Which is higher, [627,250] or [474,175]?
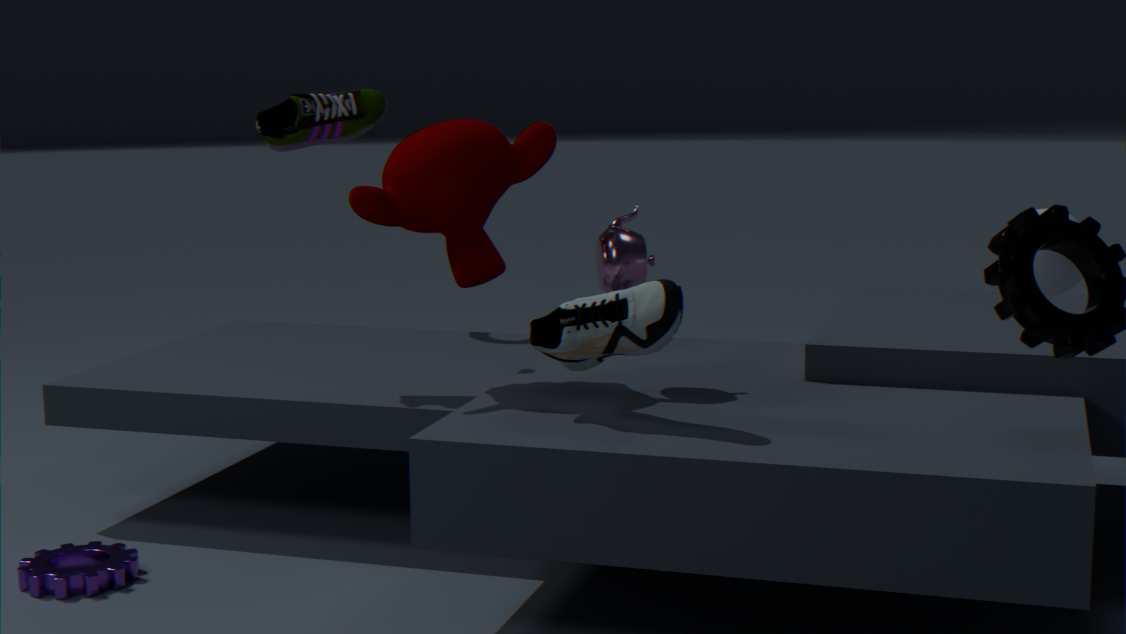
[474,175]
